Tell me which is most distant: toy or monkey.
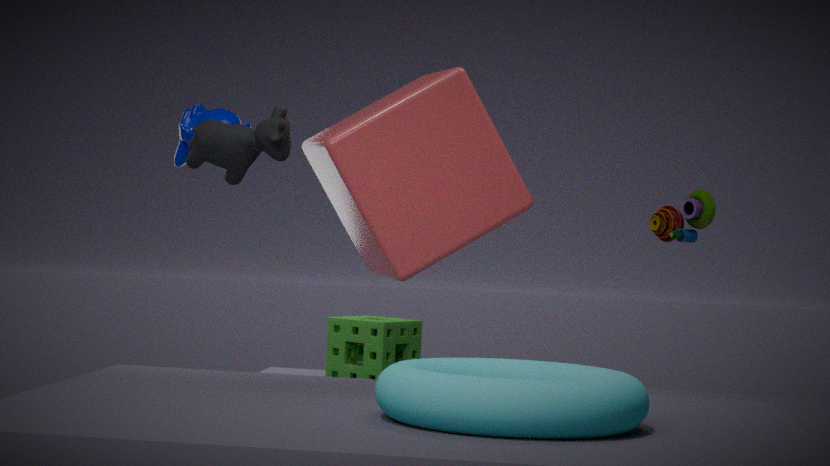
toy
